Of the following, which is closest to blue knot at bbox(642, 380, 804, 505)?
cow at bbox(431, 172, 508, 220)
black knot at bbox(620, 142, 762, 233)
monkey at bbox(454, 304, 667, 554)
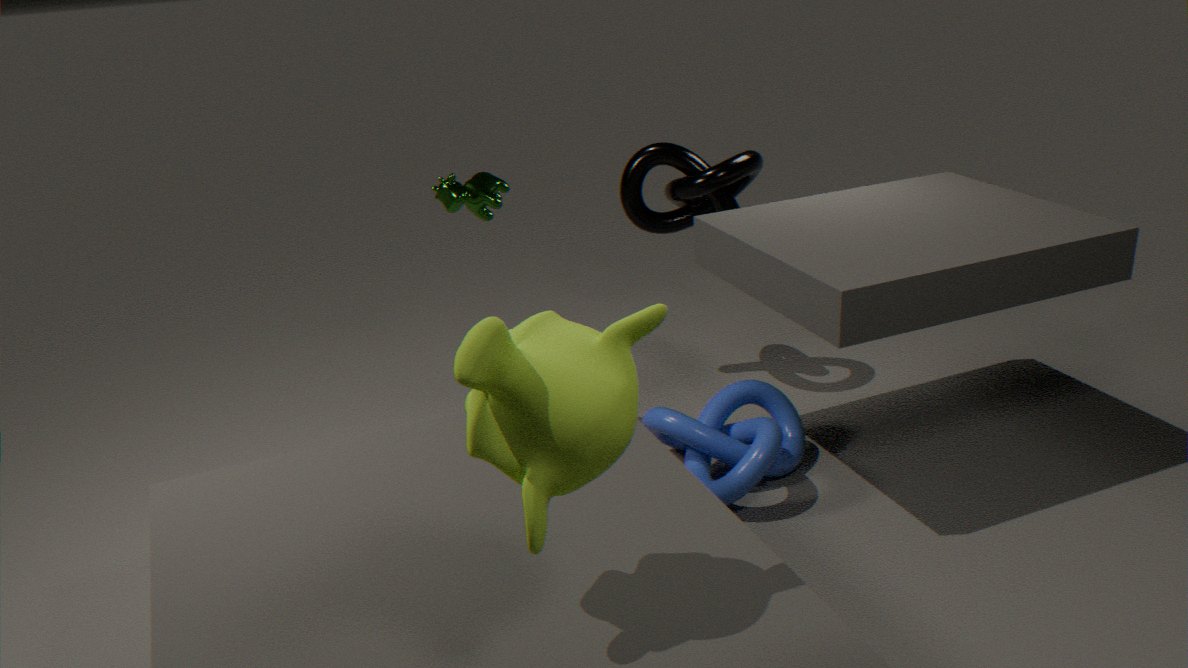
black knot at bbox(620, 142, 762, 233)
